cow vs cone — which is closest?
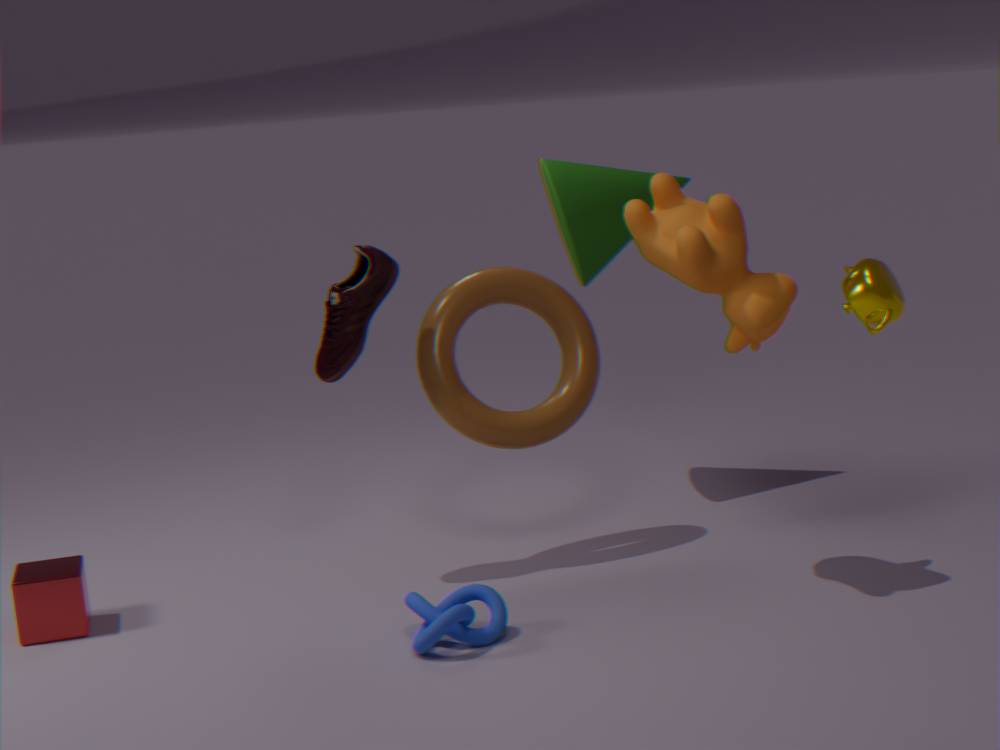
cow
